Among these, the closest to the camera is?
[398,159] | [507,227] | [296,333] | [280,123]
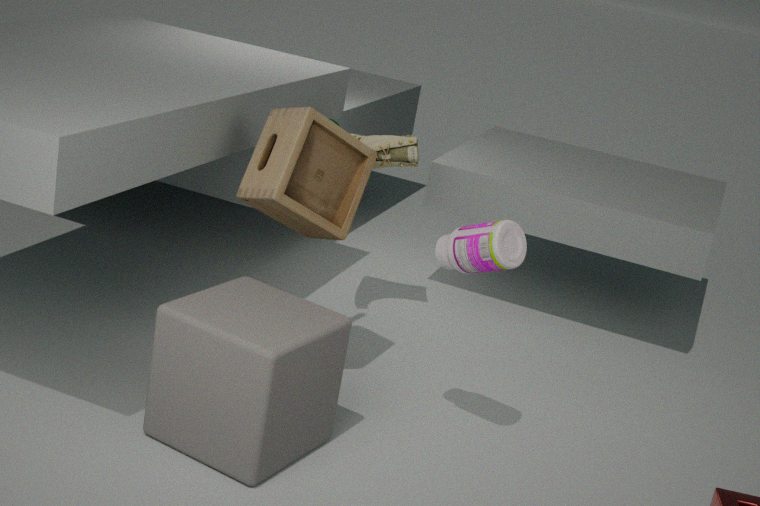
[296,333]
